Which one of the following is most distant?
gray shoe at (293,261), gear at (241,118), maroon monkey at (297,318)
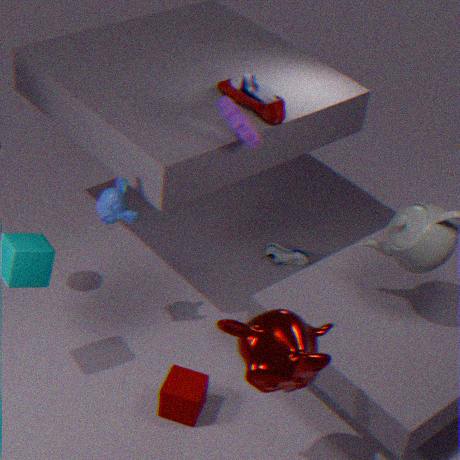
gray shoe at (293,261)
